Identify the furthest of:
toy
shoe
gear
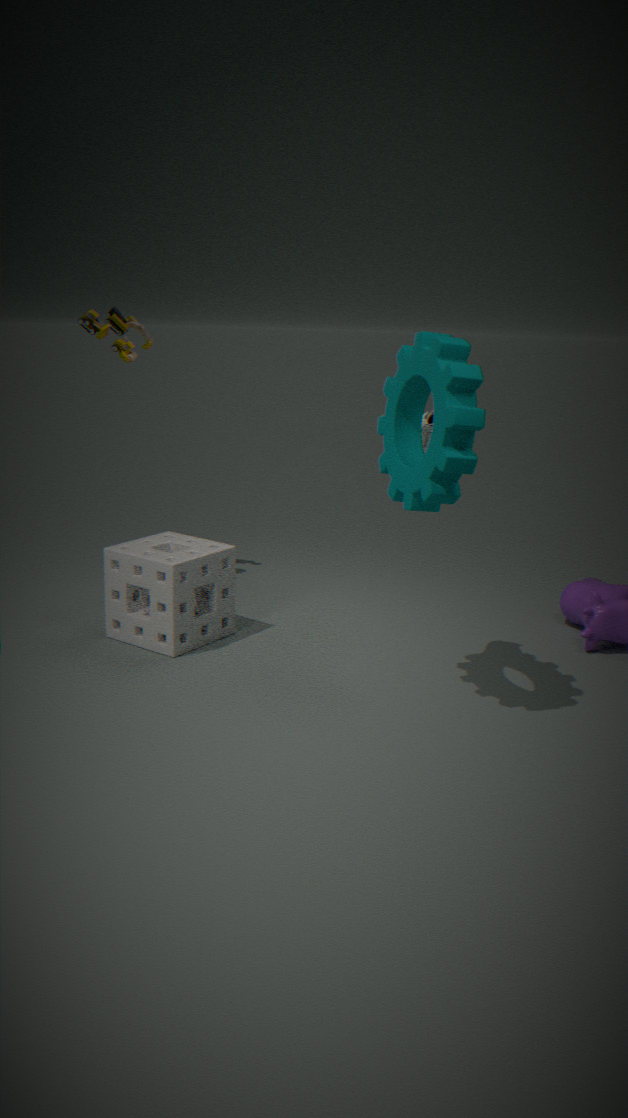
toy
